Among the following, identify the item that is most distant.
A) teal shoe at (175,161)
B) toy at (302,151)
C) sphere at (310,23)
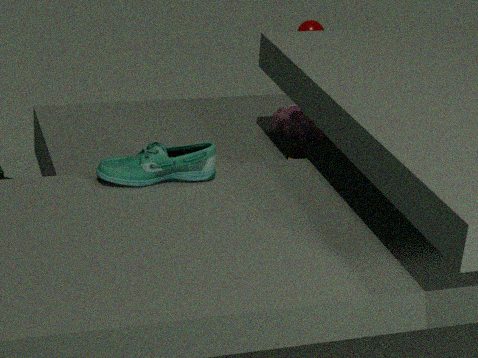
sphere at (310,23)
